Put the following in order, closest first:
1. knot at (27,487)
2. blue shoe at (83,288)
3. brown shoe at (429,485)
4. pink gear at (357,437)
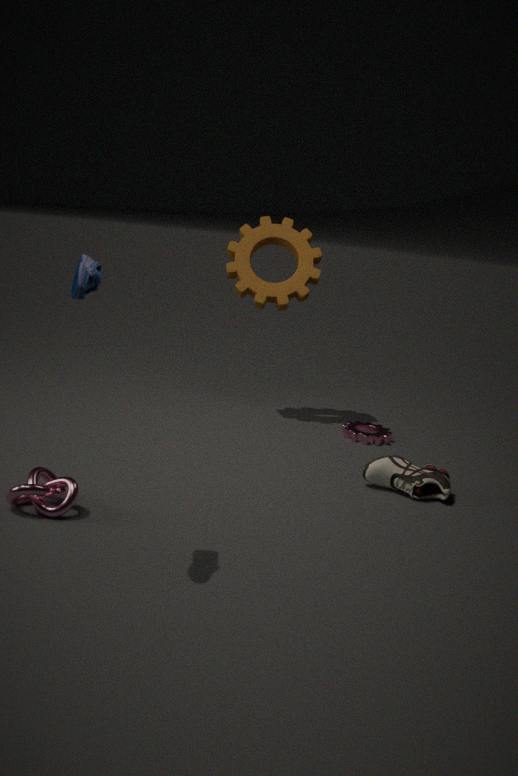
blue shoe at (83,288) < knot at (27,487) < brown shoe at (429,485) < pink gear at (357,437)
